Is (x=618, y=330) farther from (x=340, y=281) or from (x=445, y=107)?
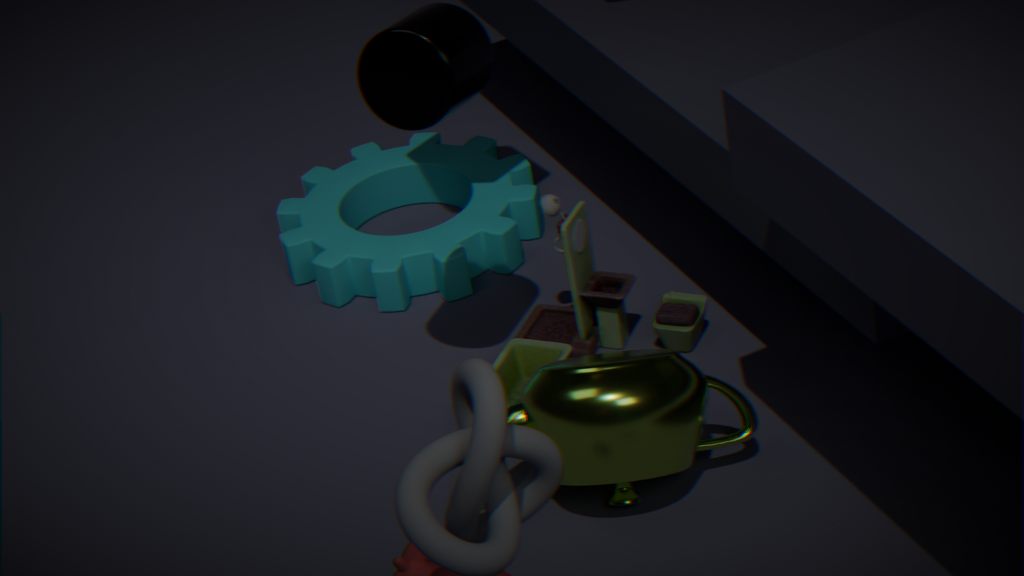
(x=445, y=107)
